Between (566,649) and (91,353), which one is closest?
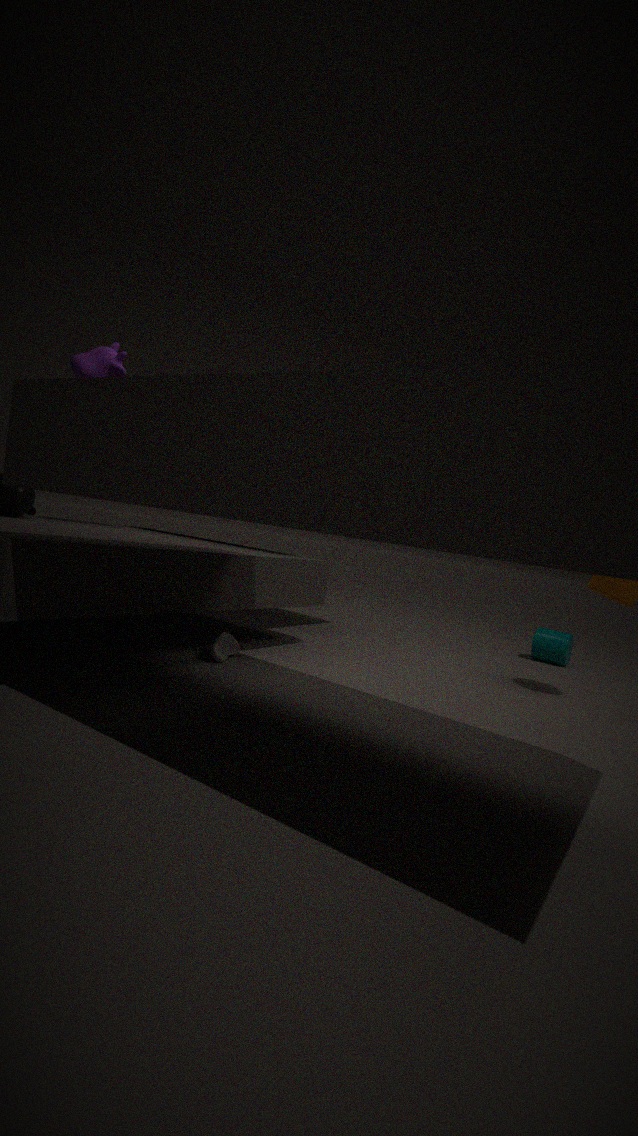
(91,353)
